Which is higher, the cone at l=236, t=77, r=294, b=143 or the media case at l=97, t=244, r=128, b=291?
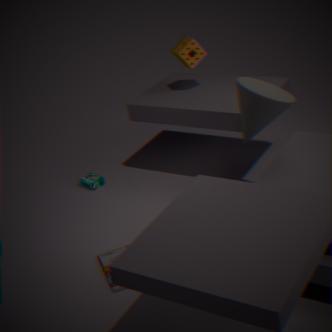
the cone at l=236, t=77, r=294, b=143
